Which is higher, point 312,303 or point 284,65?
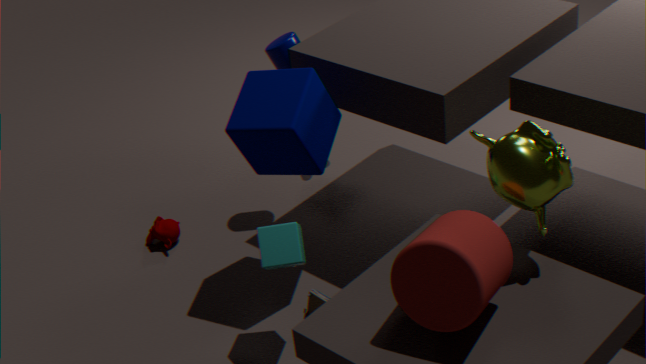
point 284,65
